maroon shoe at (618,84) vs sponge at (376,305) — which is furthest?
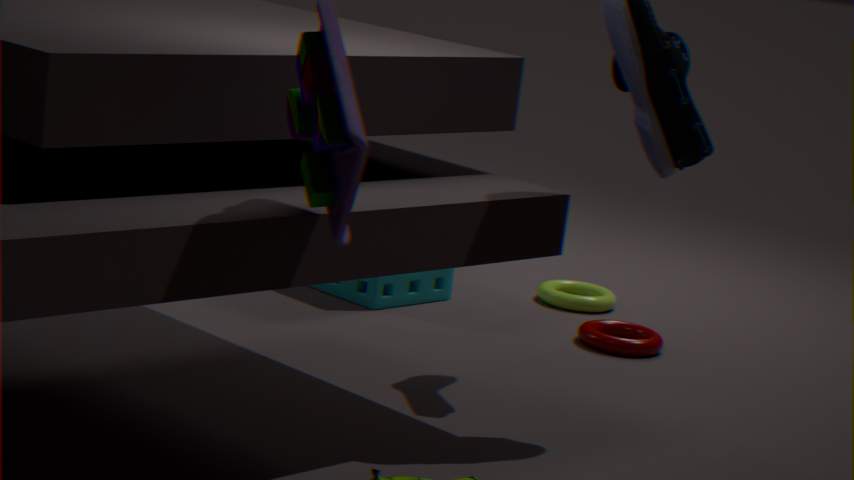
sponge at (376,305)
